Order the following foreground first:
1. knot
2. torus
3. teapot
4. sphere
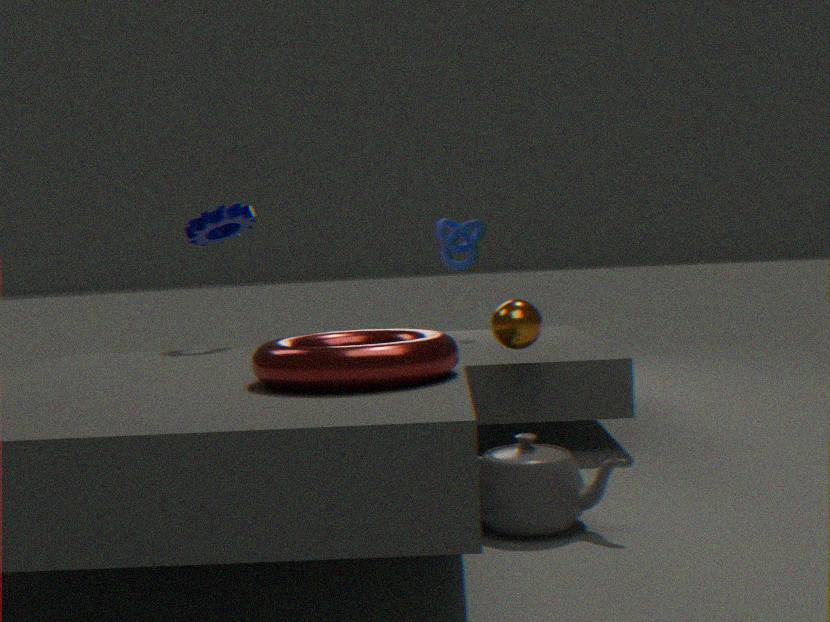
torus → teapot → sphere → knot
